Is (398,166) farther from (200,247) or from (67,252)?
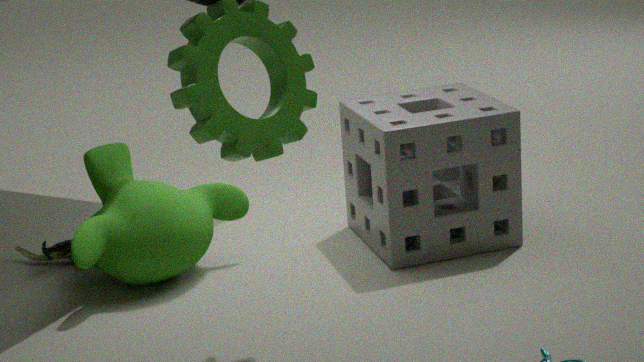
(67,252)
